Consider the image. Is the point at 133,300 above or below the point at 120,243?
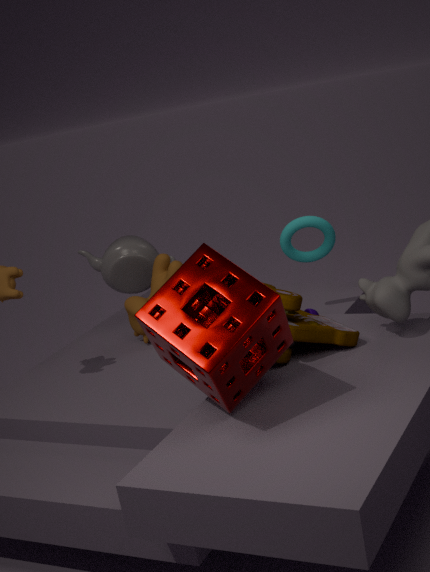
below
